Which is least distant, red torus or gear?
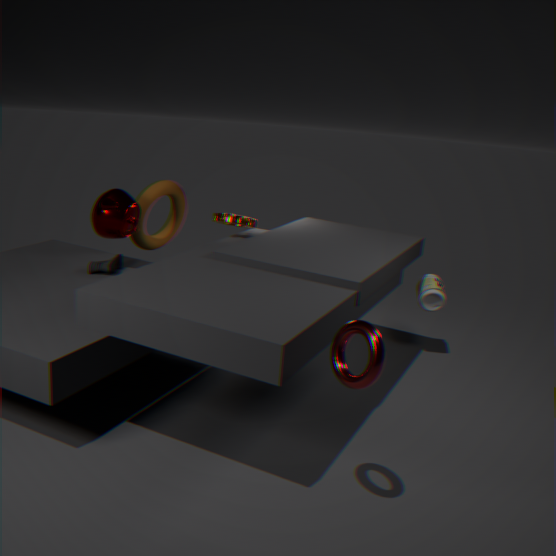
red torus
